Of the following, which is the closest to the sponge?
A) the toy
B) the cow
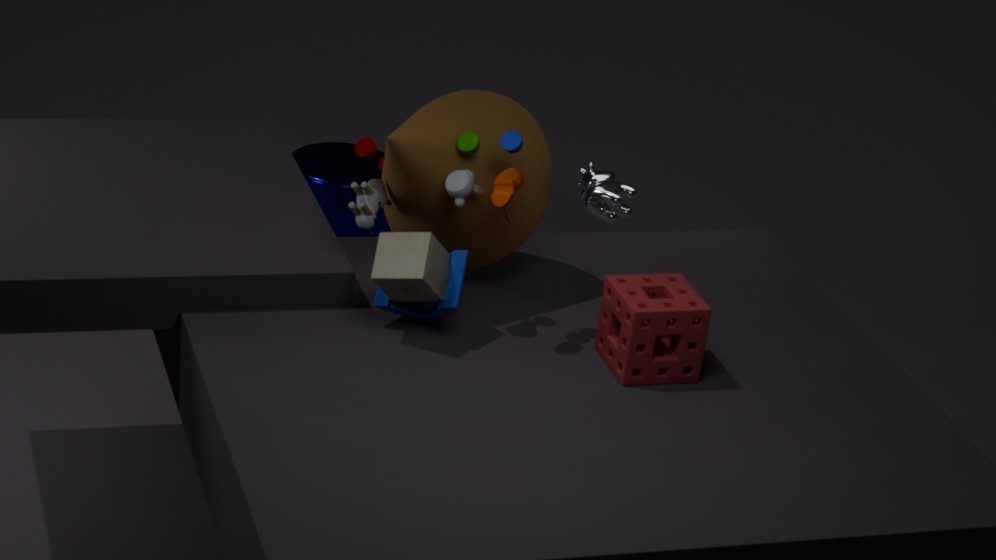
the toy
